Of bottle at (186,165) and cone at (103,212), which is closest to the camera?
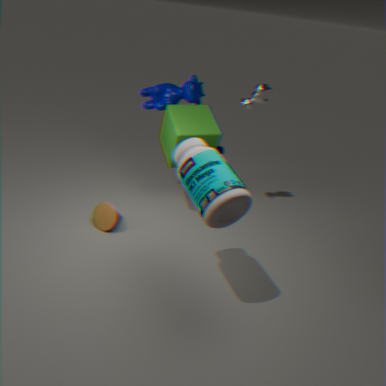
bottle at (186,165)
